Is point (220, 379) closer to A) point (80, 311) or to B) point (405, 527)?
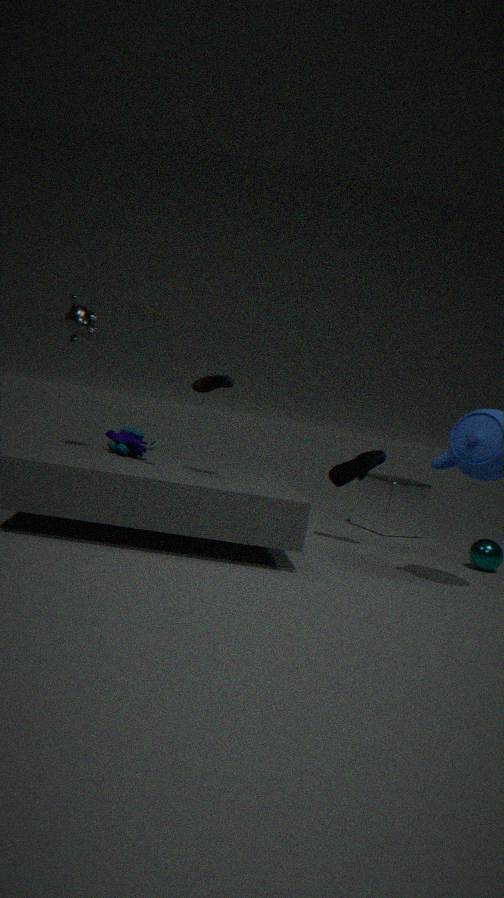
A) point (80, 311)
